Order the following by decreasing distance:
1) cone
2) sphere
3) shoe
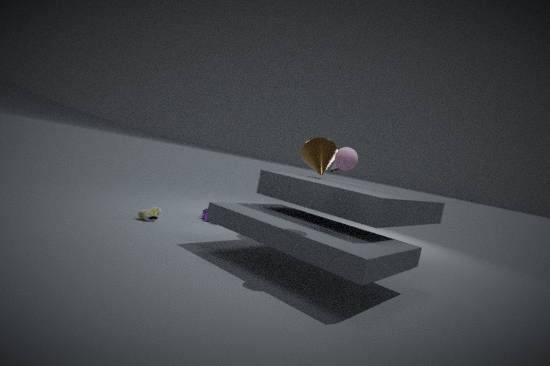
1. cone, 3. shoe, 2. sphere
